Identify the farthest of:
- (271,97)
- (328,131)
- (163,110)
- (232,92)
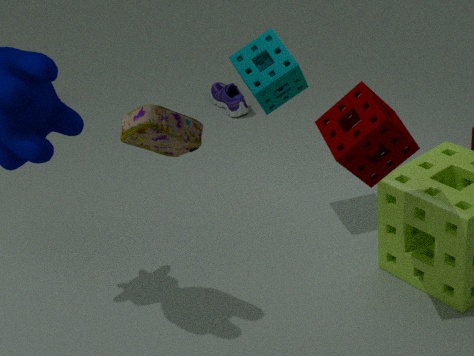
(232,92)
